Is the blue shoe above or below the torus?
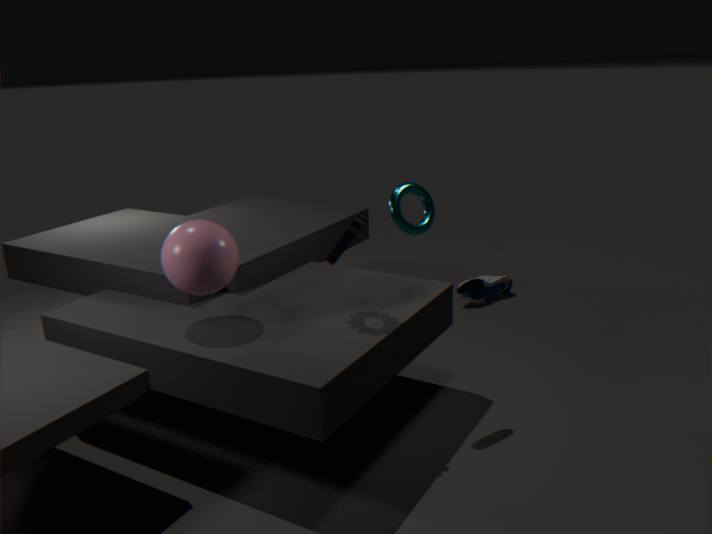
below
